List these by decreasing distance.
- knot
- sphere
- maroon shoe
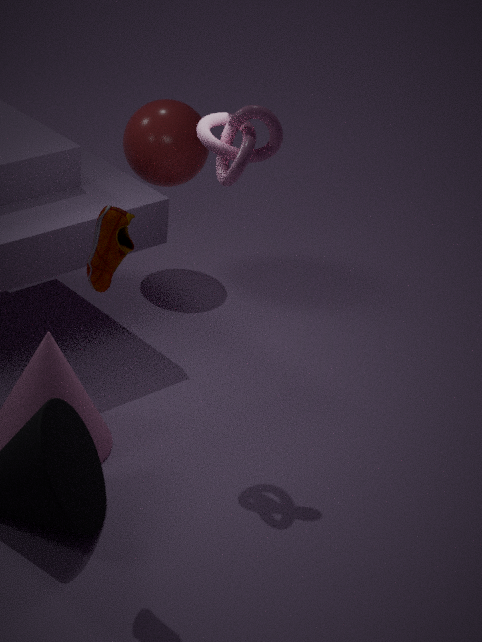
sphere
knot
maroon shoe
